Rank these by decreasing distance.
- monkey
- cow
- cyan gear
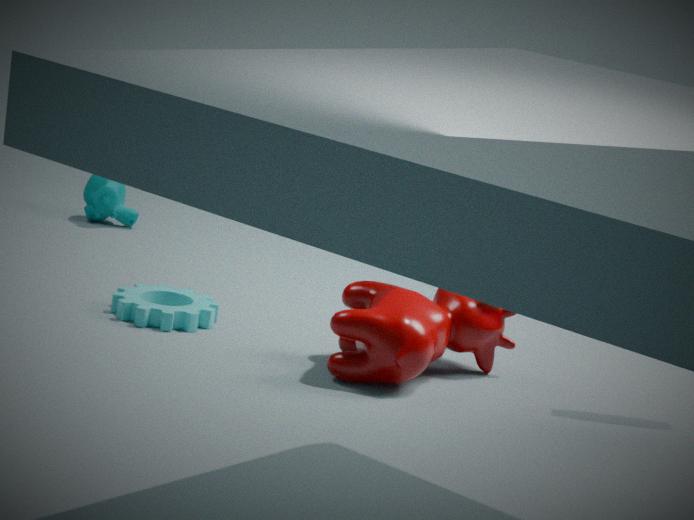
1. monkey
2. cyan gear
3. cow
